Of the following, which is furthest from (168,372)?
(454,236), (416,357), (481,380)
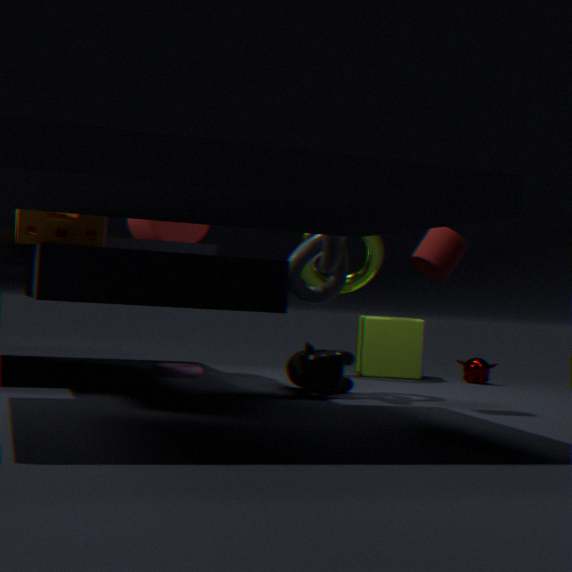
(481,380)
